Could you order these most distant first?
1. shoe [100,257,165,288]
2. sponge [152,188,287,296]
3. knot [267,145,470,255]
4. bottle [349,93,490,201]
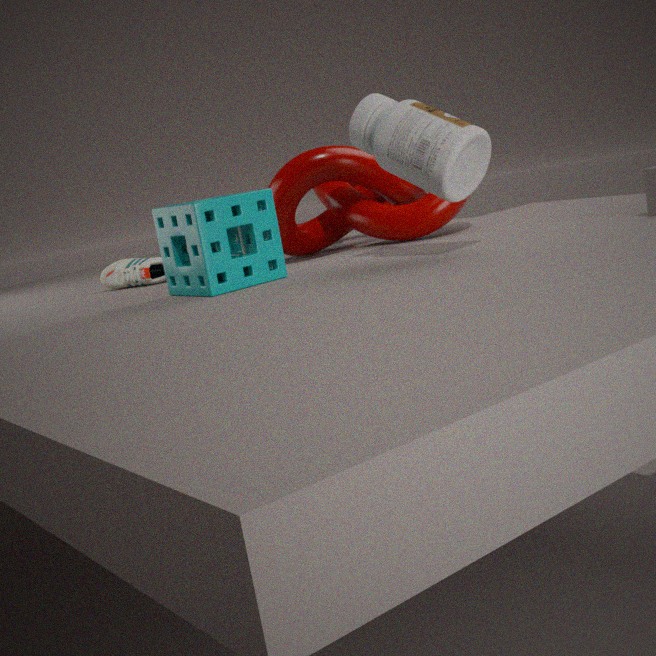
shoe [100,257,165,288], knot [267,145,470,255], sponge [152,188,287,296], bottle [349,93,490,201]
